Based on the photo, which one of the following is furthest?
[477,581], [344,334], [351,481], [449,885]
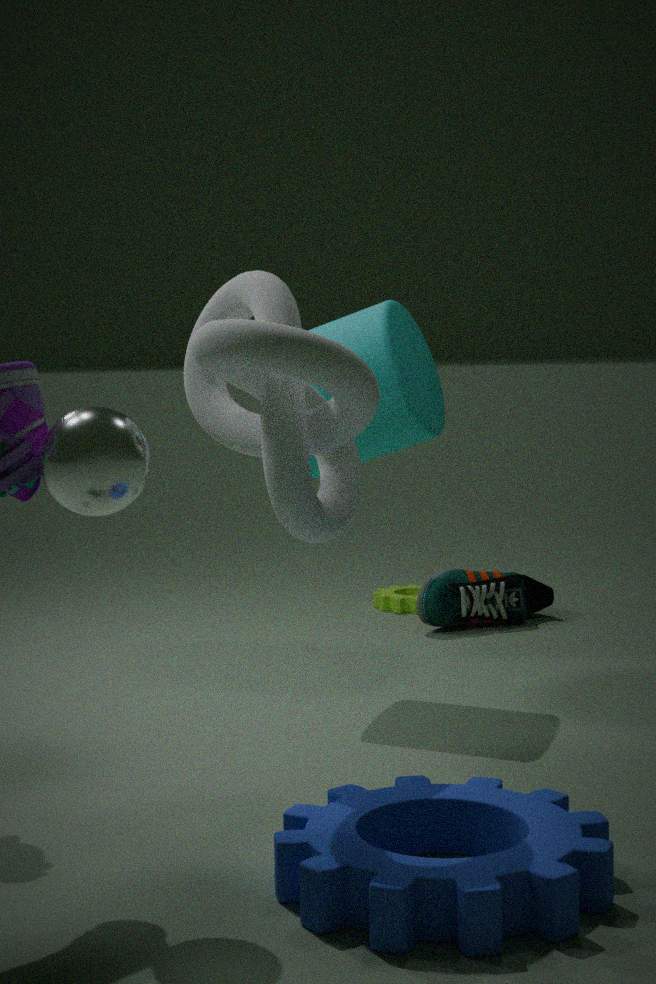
[477,581]
